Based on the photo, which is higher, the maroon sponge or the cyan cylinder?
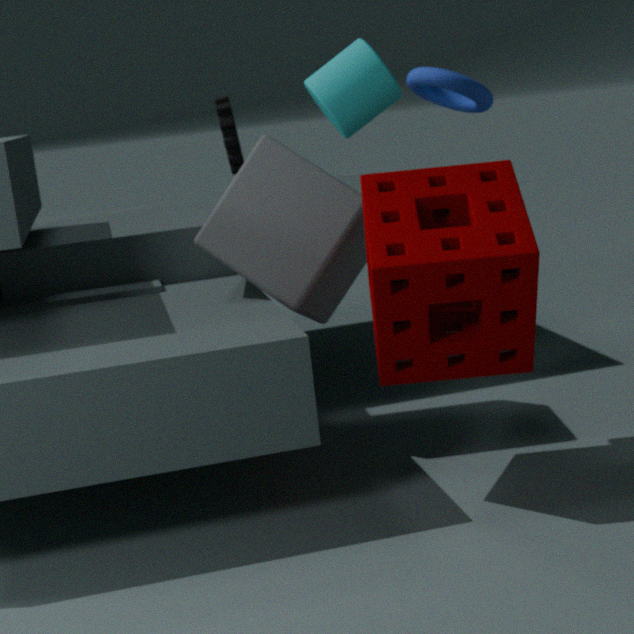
the cyan cylinder
